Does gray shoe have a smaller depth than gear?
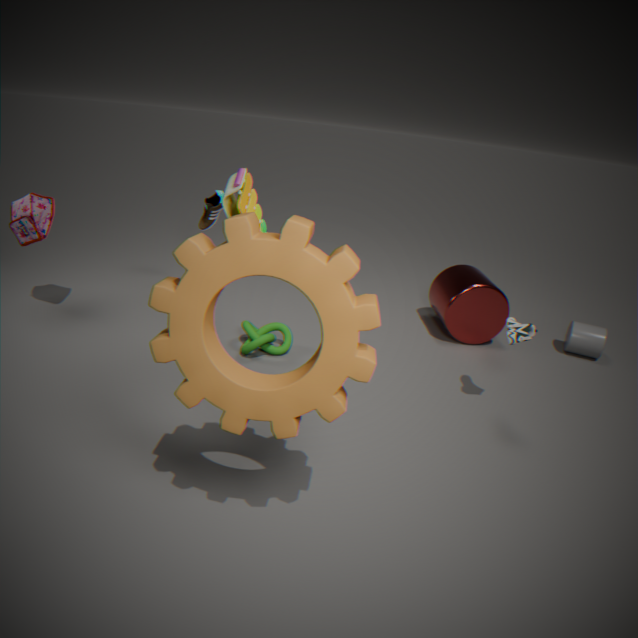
No
